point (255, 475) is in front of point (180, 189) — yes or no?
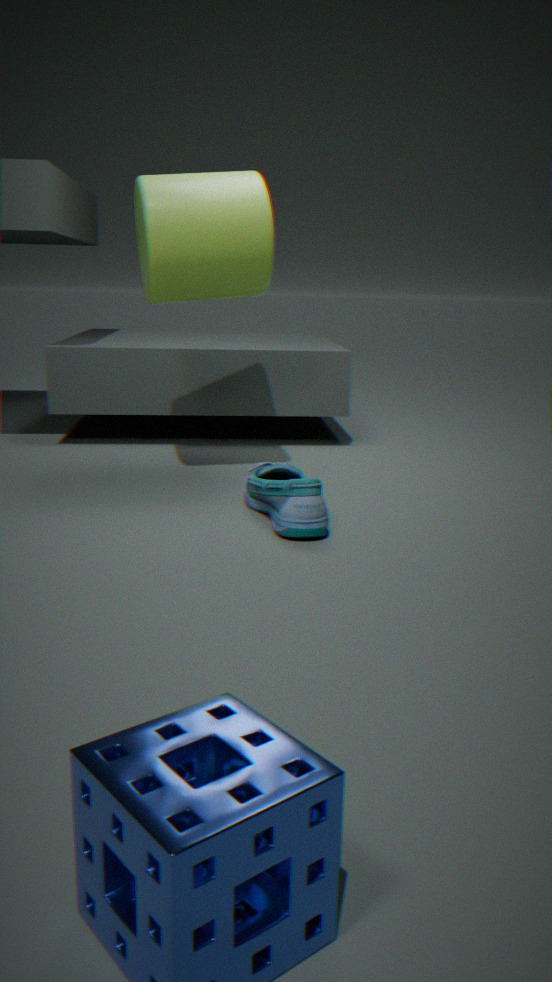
Yes
